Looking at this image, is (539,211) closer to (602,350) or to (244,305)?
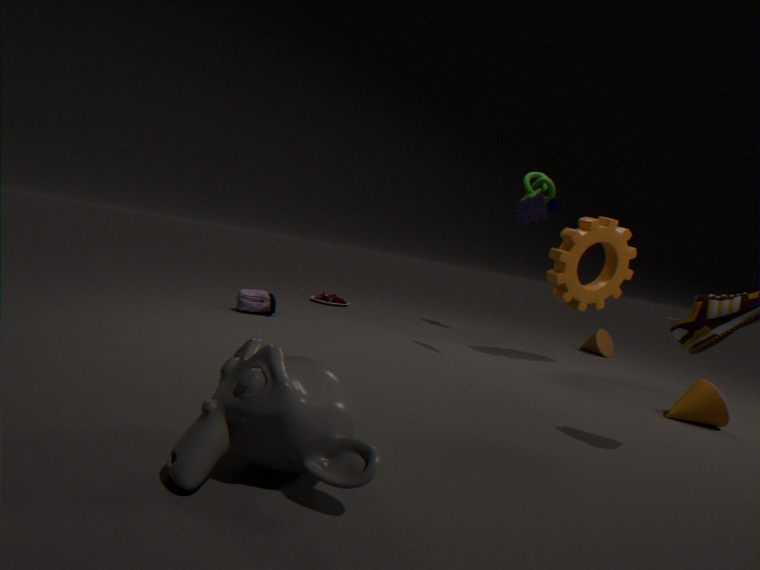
(244,305)
